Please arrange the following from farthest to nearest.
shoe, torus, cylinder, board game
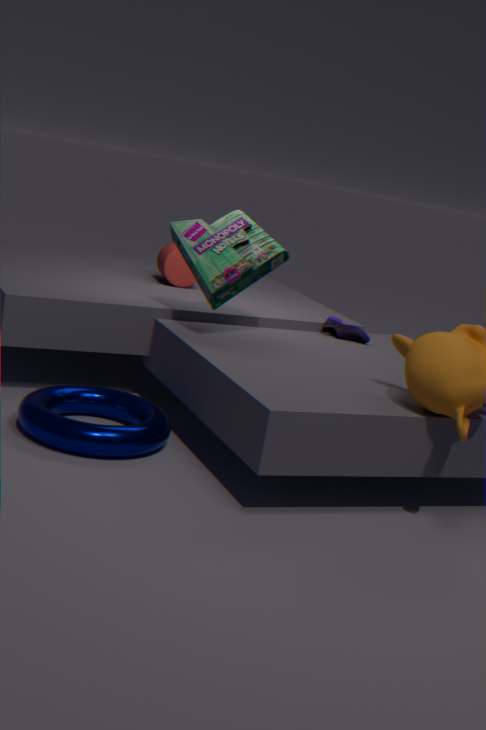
1. cylinder
2. shoe
3. board game
4. torus
